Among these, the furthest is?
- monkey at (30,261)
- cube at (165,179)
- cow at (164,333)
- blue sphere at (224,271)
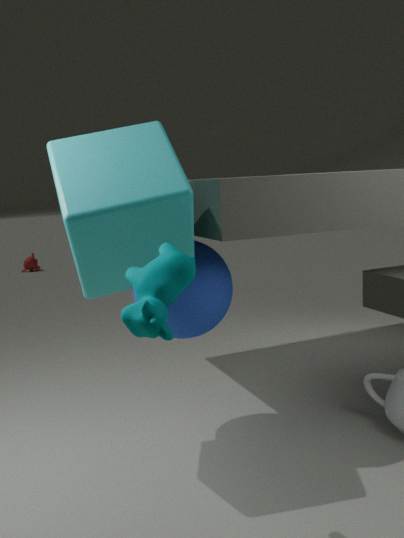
monkey at (30,261)
